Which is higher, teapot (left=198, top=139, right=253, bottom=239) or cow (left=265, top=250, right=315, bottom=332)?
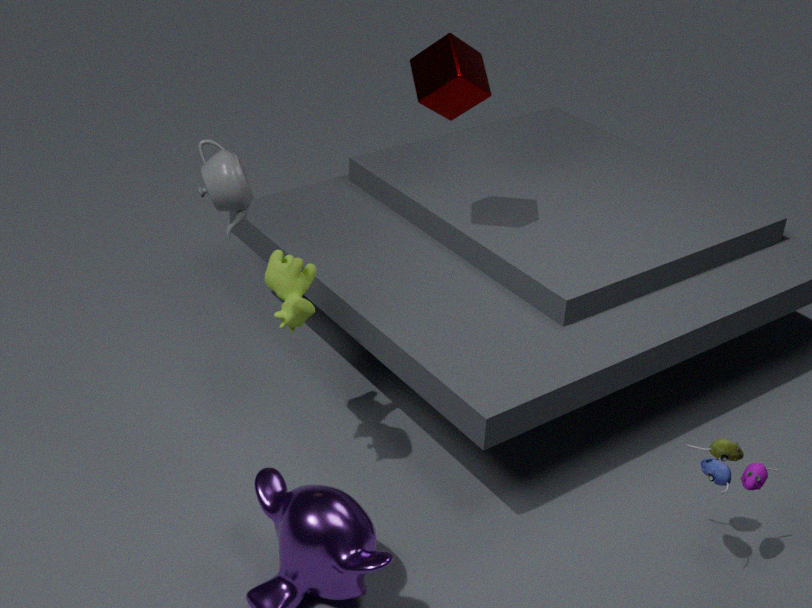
teapot (left=198, top=139, right=253, bottom=239)
